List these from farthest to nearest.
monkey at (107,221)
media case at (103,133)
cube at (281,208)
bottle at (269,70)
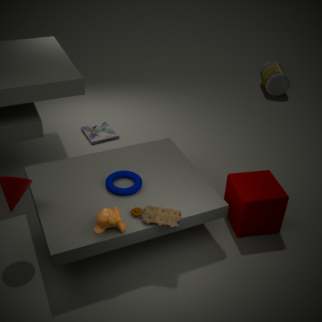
bottle at (269,70) < media case at (103,133) < cube at (281,208) < monkey at (107,221)
